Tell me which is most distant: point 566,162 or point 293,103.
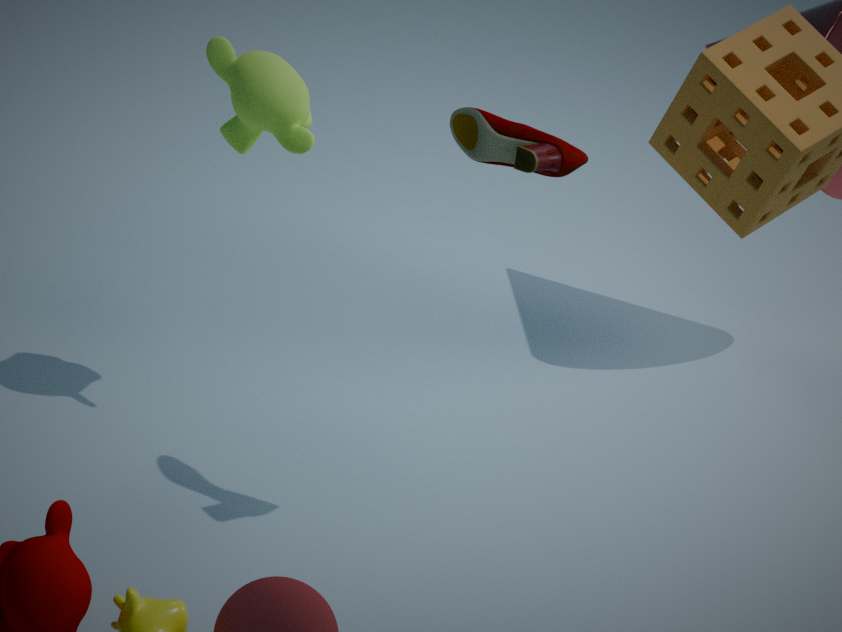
point 293,103
